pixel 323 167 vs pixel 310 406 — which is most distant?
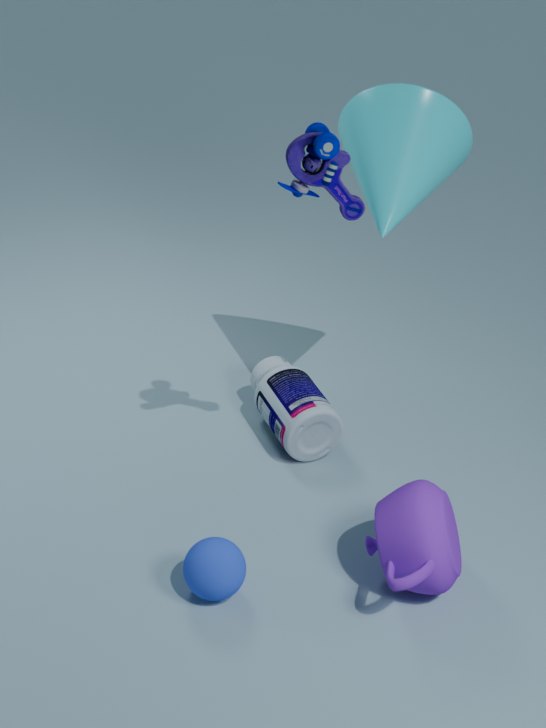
pixel 310 406
